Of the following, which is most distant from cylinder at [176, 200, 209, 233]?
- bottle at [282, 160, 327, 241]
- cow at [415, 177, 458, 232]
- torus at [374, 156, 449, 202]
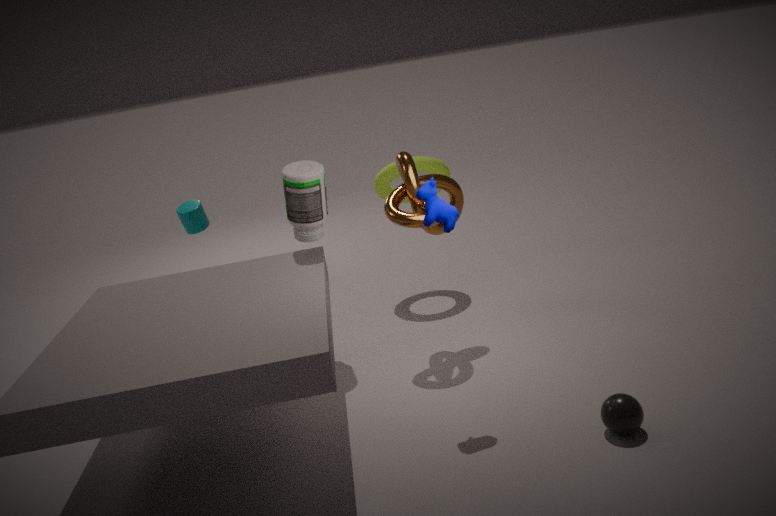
cow at [415, 177, 458, 232]
